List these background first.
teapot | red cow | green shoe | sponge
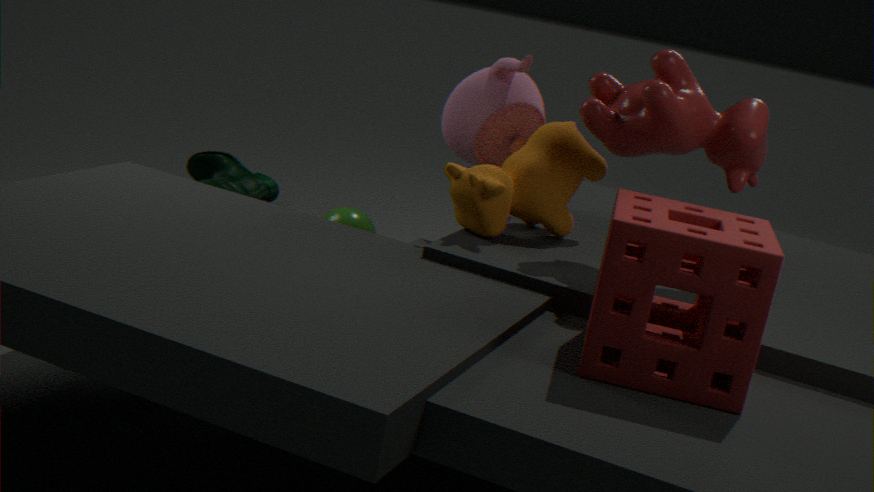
green shoe < teapot < red cow < sponge
